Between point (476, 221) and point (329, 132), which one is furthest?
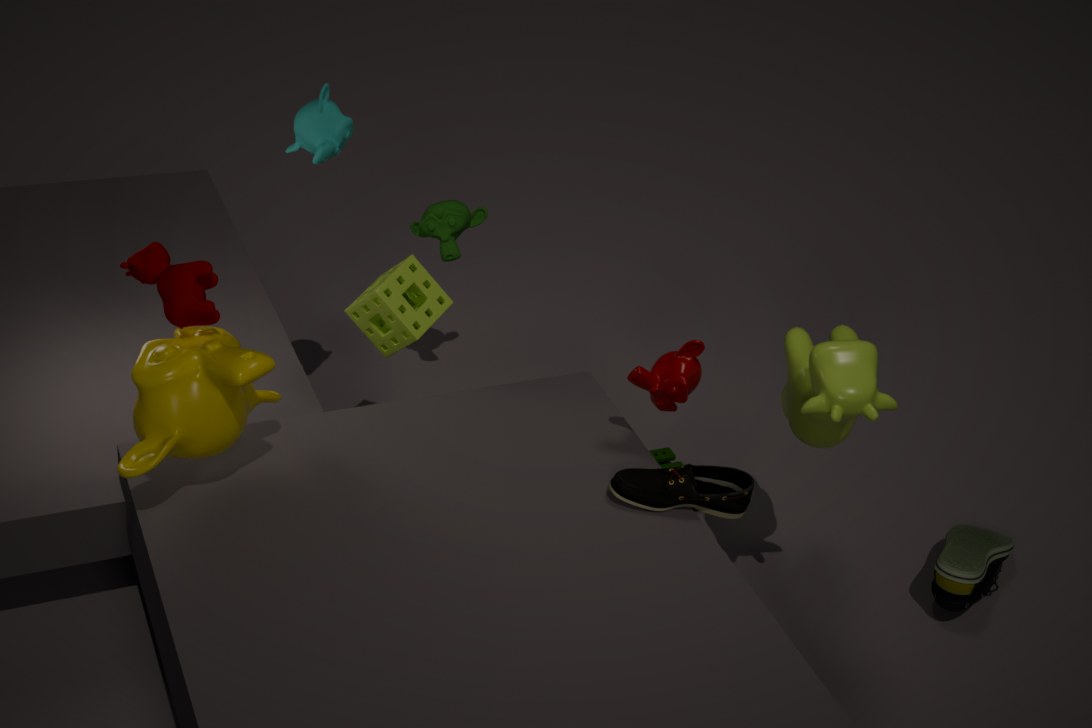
point (476, 221)
